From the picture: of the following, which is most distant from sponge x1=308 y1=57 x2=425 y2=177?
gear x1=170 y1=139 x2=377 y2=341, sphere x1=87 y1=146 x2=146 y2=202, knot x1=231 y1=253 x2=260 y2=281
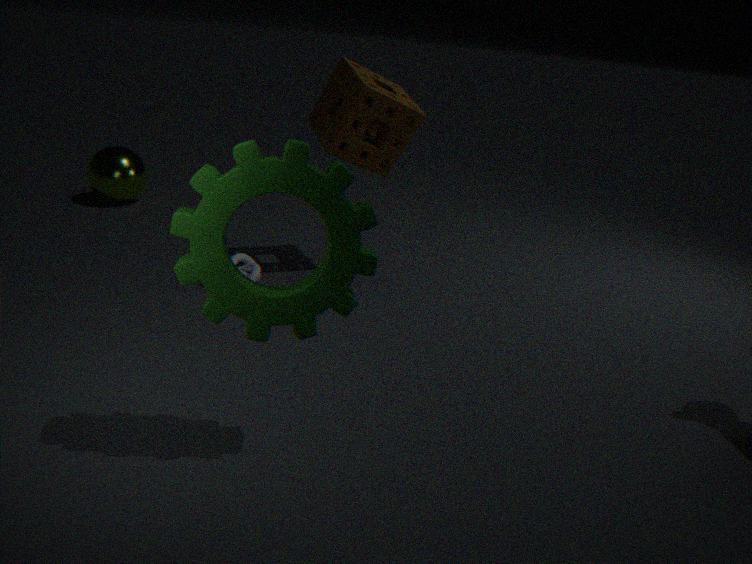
sphere x1=87 y1=146 x2=146 y2=202
